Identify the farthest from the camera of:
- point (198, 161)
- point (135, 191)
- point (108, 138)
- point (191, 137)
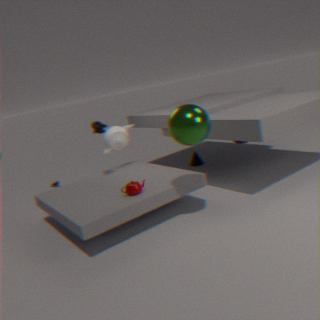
point (198, 161)
